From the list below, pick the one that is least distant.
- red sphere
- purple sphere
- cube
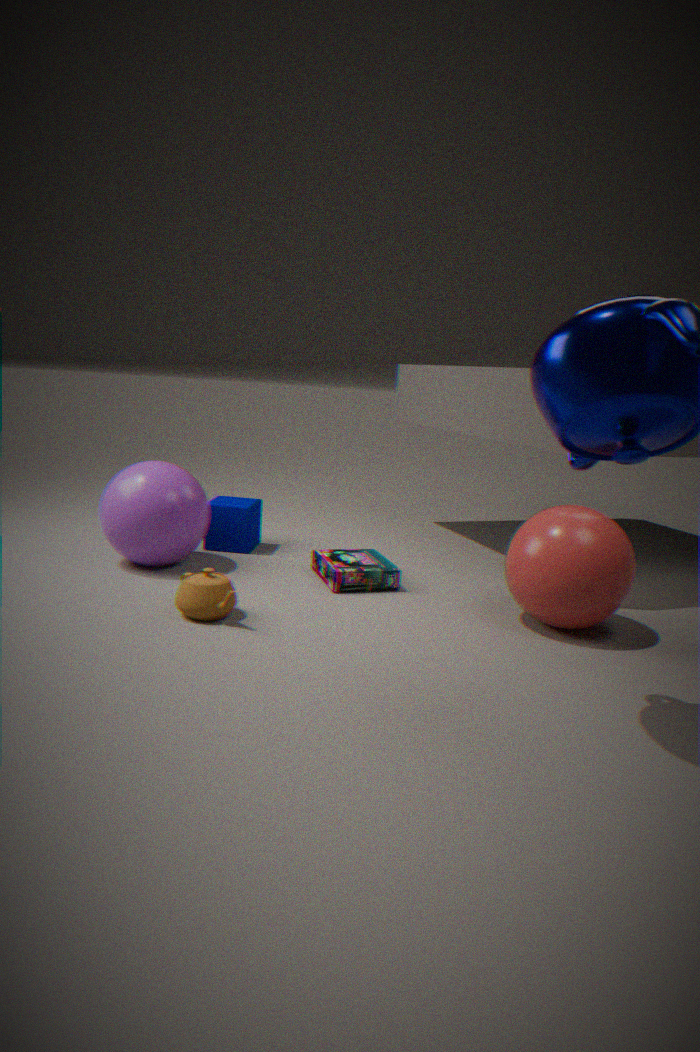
red sphere
